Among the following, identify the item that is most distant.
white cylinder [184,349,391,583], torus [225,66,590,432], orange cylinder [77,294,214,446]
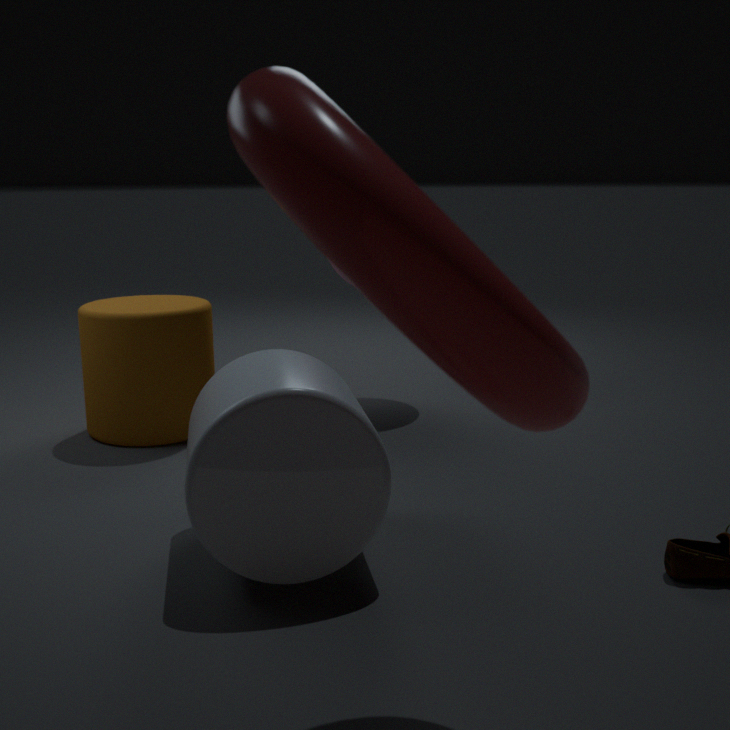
orange cylinder [77,294,214,446]
